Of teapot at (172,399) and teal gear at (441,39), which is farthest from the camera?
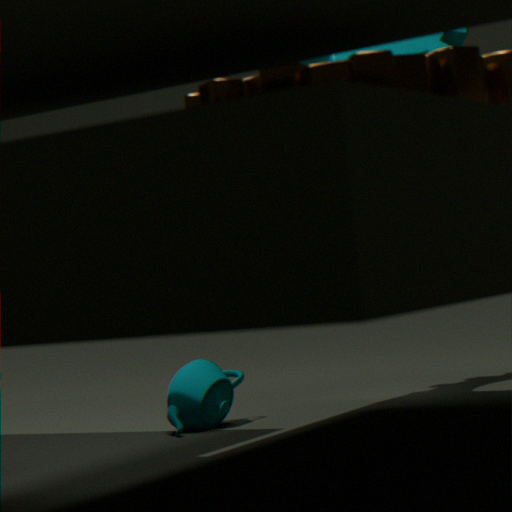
teapot at (172,399)
